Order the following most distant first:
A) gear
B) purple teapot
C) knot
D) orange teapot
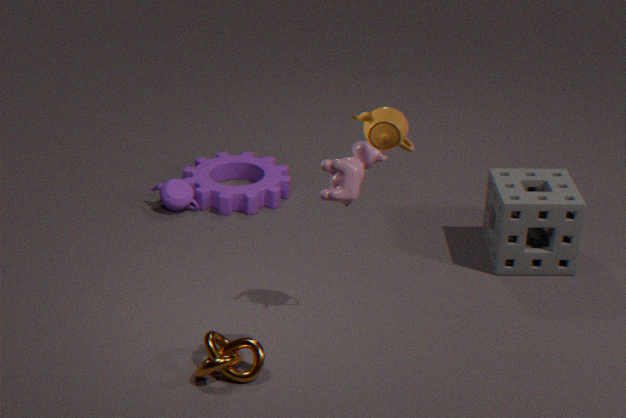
gear → purple teapot → knot → orange teapot
